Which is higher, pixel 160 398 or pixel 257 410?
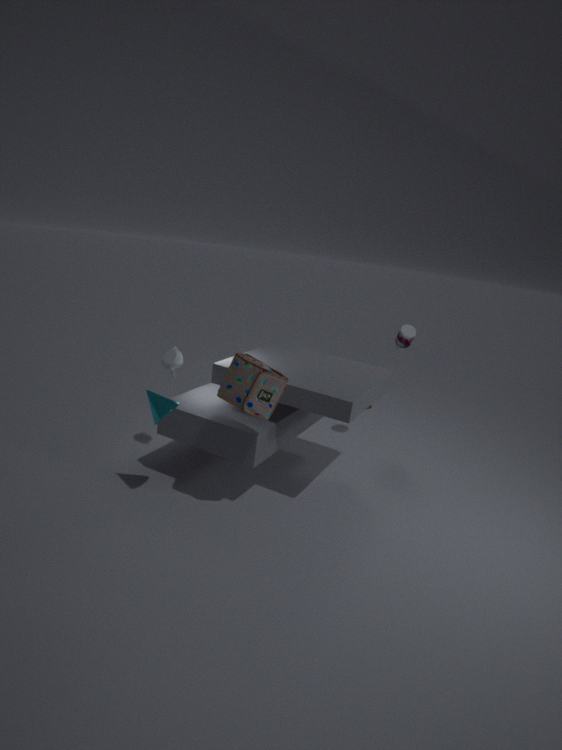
pixel 257 410
